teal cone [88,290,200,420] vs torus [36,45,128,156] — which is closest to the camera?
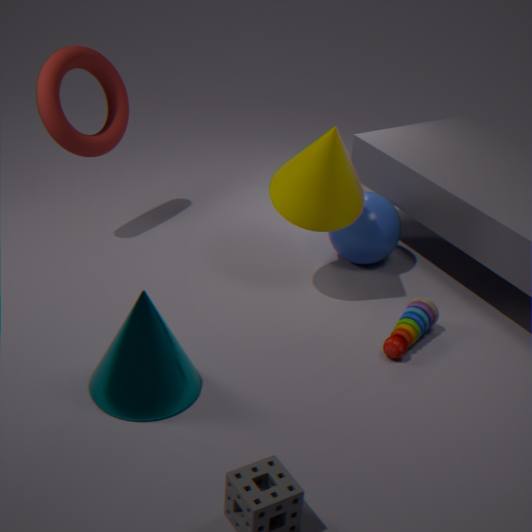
teal cone [88,290,200,420]
